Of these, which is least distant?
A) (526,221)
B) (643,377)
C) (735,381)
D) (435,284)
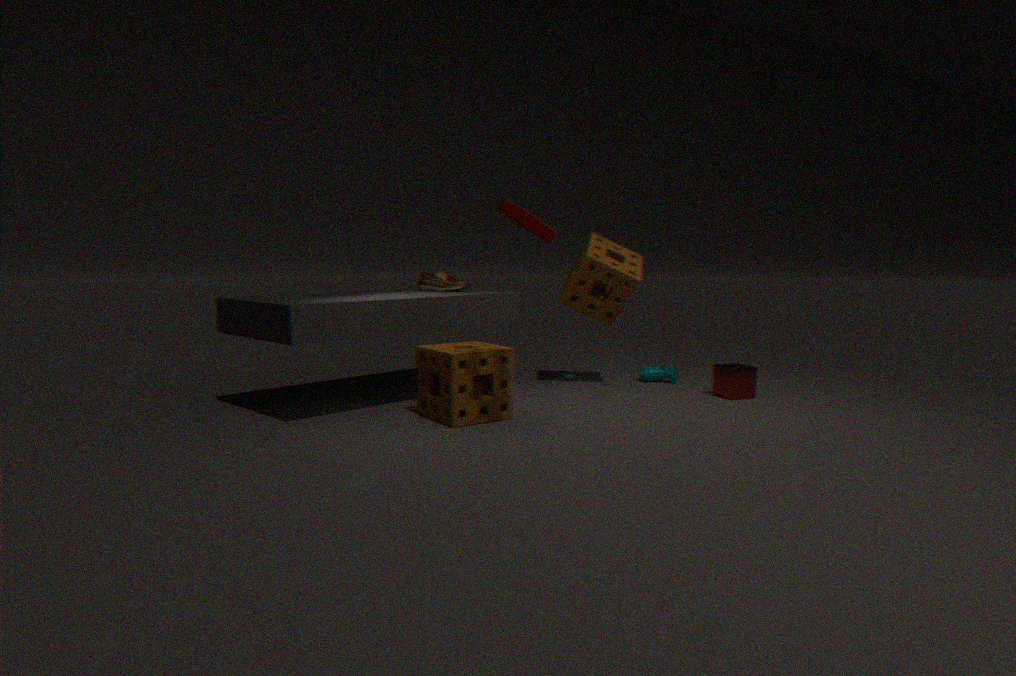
(526,221)
